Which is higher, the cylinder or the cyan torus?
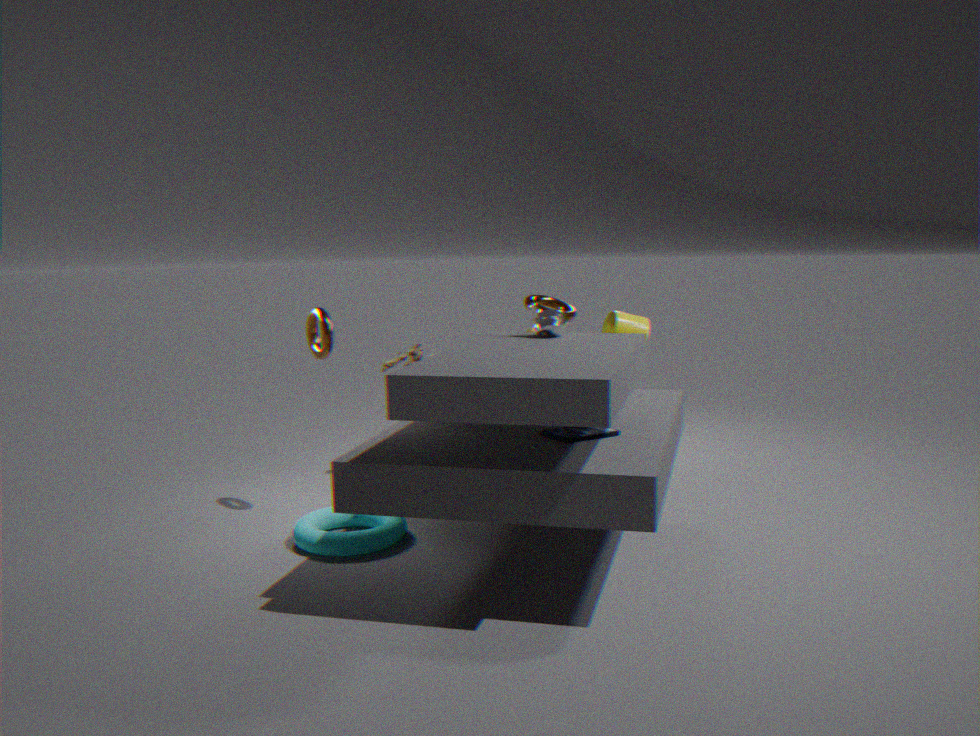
the cylinder
